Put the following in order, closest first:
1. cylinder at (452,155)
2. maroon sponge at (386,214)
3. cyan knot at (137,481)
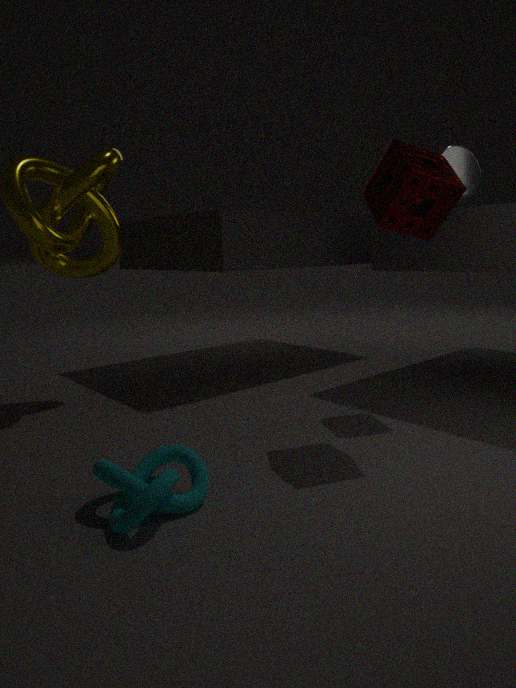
cyan knot at (137,481)
maroon sponge at (386,214)
cylinder at (452,155)
